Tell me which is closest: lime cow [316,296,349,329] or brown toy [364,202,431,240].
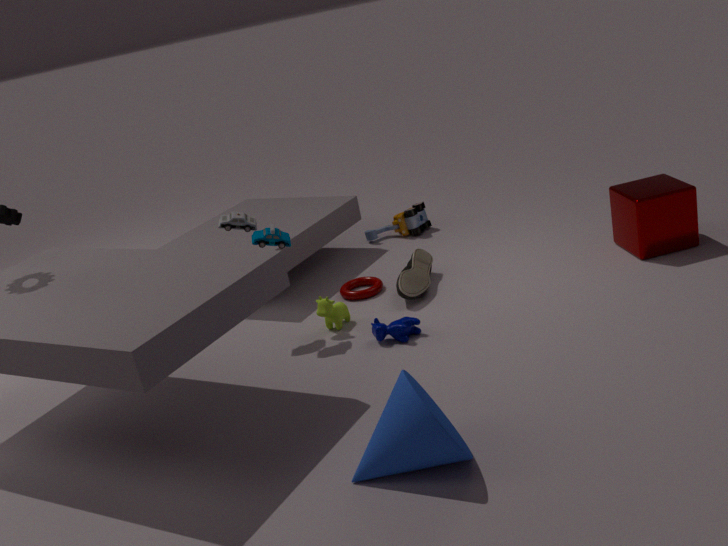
lime cow [316,296,349,329]
